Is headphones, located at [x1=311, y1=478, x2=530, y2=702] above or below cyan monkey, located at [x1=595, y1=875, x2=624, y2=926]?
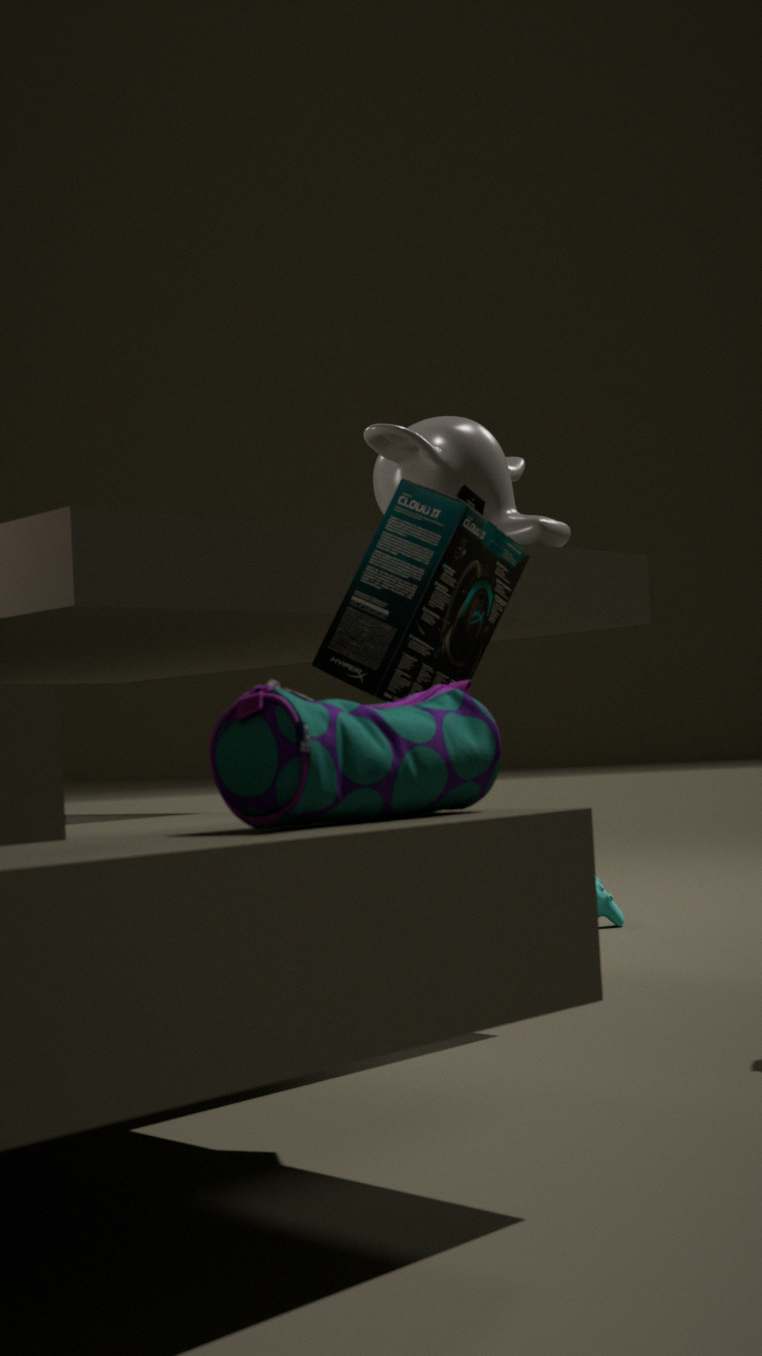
above
